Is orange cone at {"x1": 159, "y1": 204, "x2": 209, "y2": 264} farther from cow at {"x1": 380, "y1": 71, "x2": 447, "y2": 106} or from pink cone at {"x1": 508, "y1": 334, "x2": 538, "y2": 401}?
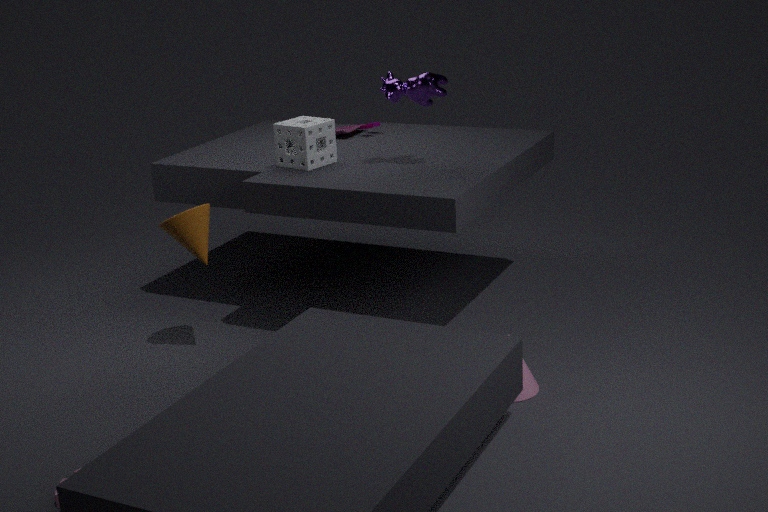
pink cone at {"x1": 508, "y1": 334, "x2": 538, "y2": 401}
